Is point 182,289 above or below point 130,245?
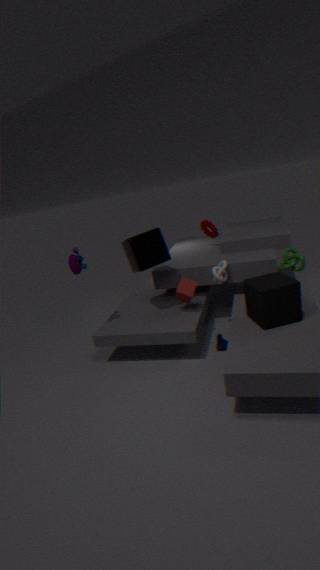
below
